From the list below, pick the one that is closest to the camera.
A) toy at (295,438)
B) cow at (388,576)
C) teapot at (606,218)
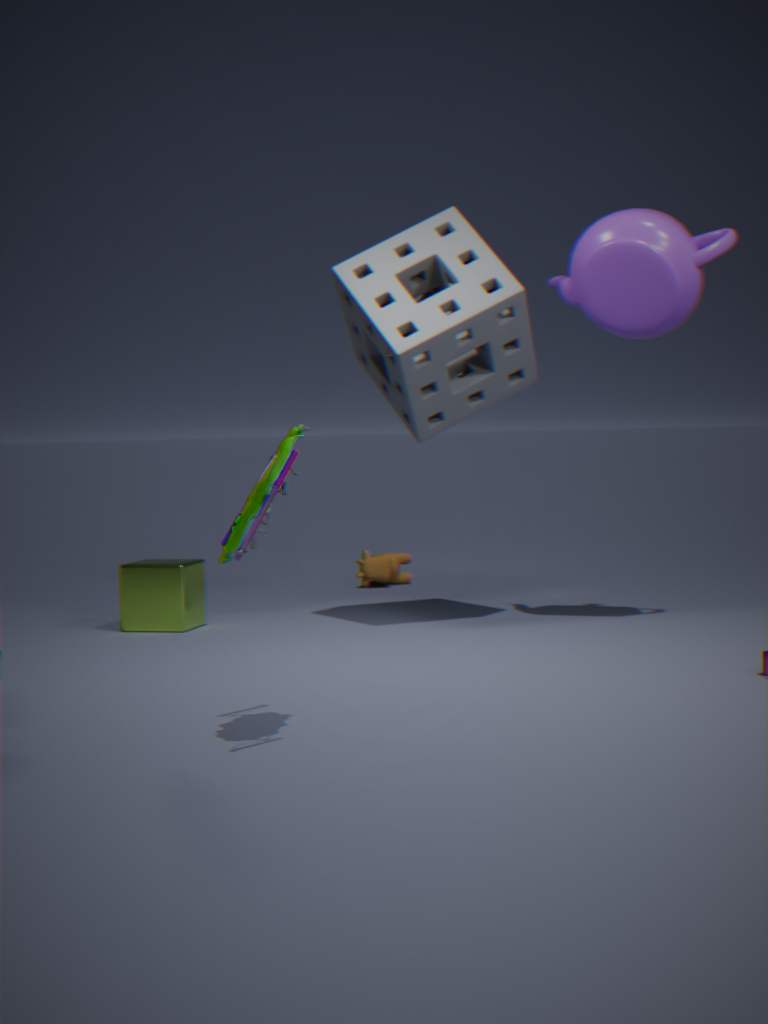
toy at (295,438)
